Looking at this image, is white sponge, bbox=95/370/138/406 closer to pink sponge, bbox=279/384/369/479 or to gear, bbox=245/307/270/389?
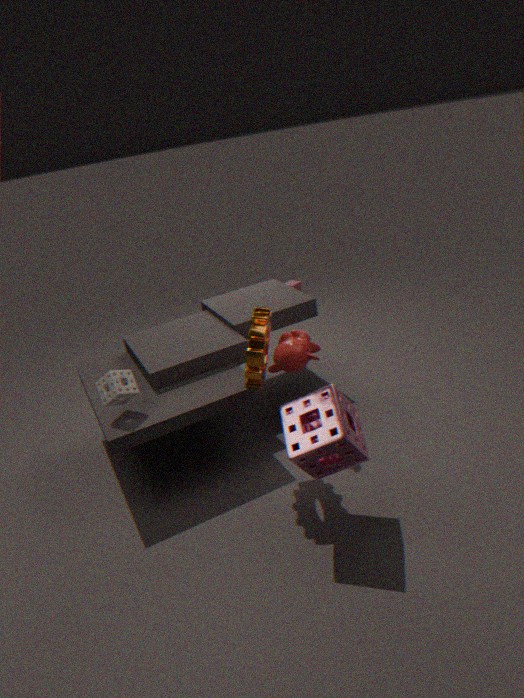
gear, bbox=245/307/270/389
